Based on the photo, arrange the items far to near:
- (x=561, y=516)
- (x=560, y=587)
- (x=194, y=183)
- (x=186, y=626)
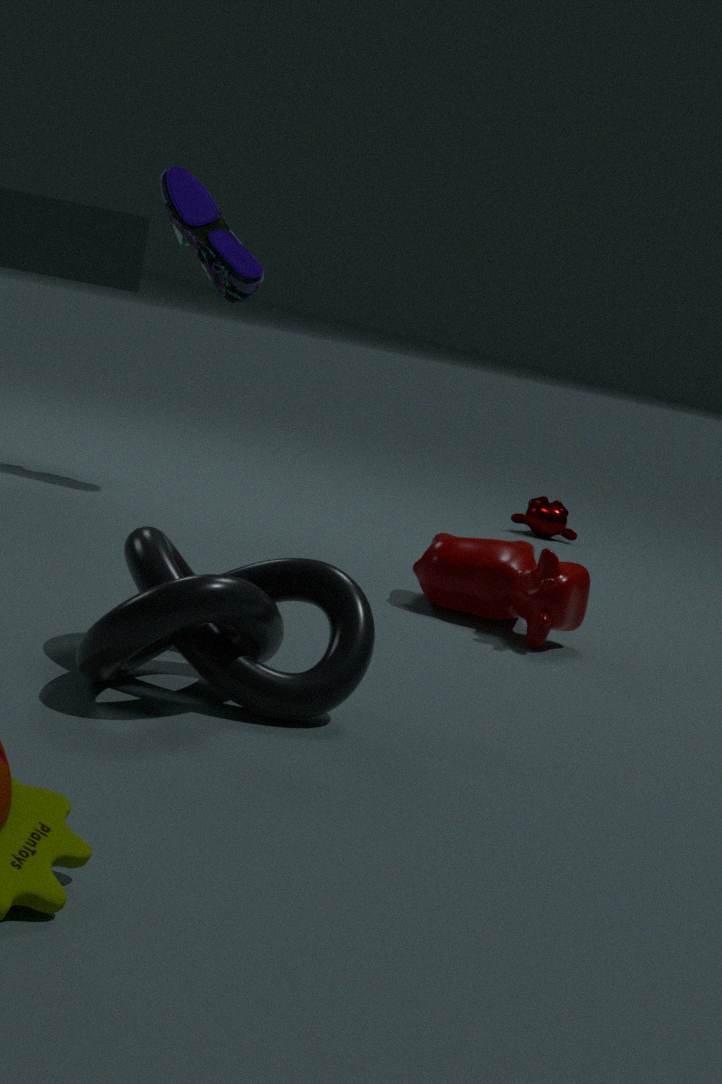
(x=561, y=516) → (x=194, y=183) → (x=560, y=587) → (x=186, y=626)
